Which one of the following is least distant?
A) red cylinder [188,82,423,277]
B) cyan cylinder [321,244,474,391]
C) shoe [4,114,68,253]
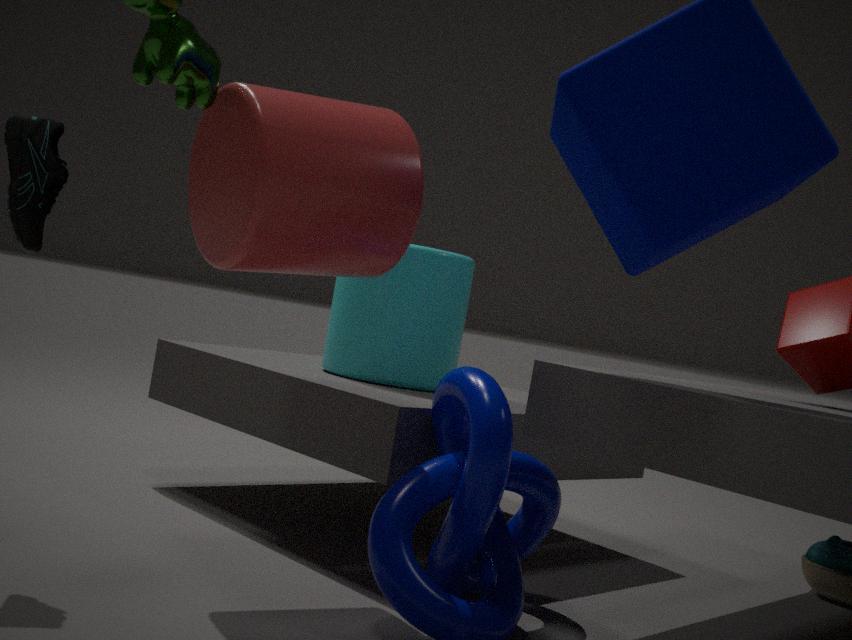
red cylinder [188,82,423,277]
